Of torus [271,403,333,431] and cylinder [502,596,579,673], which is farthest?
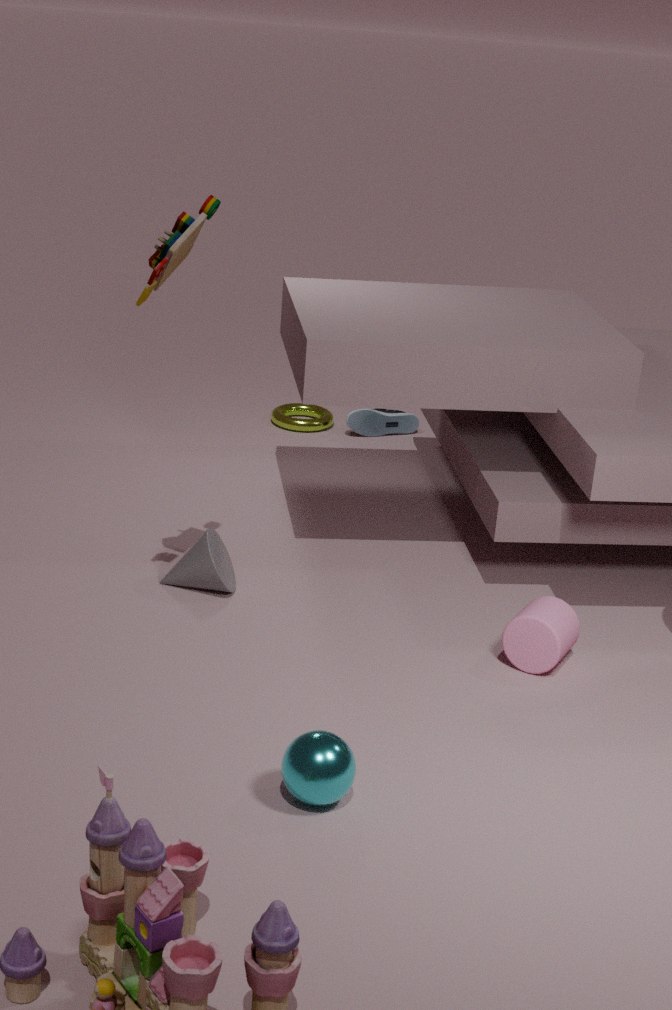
torus [271,403,333,431]
